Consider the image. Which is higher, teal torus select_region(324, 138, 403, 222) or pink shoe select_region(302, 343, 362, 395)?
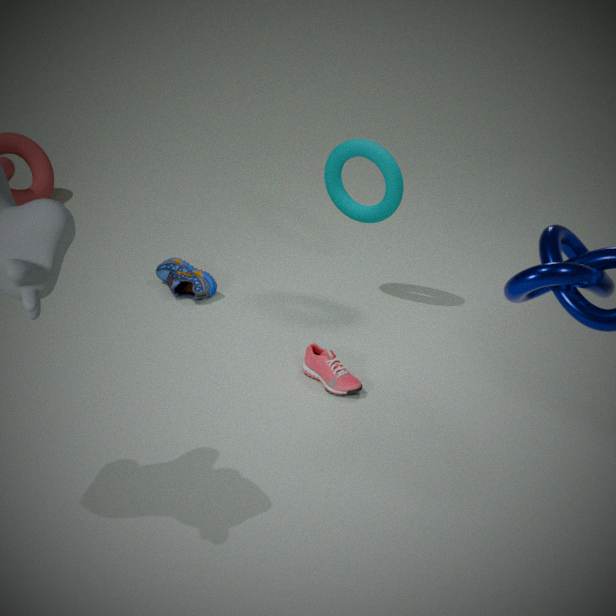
teal torus select_region(324, 138, 403, 222)
